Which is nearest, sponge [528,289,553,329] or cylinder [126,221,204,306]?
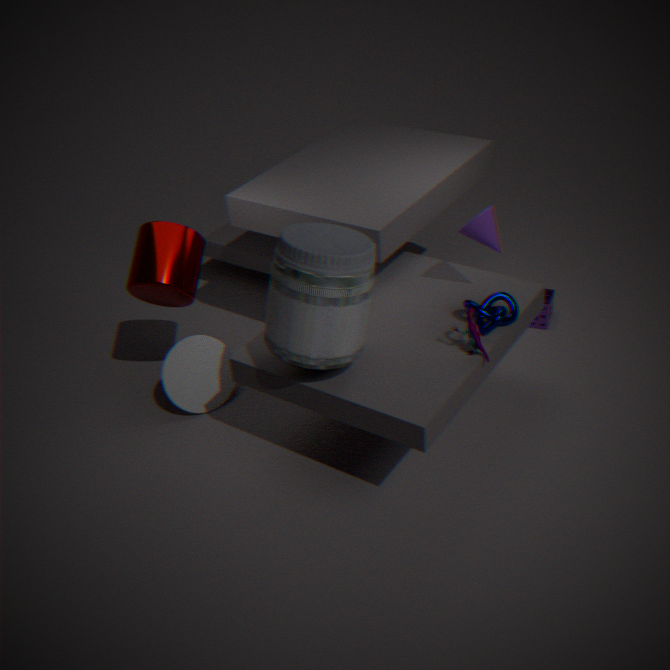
cylinder [126,221,204,306]
